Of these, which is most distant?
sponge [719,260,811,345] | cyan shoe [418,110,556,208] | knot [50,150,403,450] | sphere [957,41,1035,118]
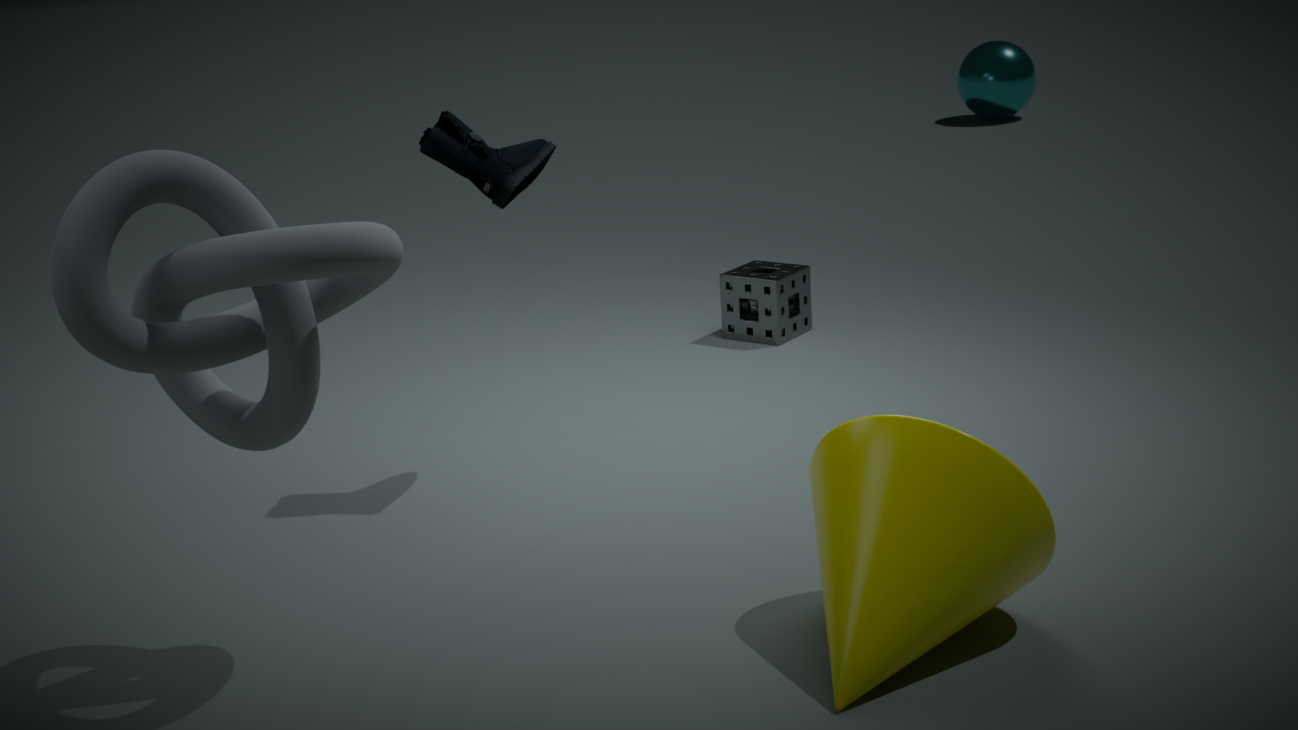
sphere [957,41,1035,118]
